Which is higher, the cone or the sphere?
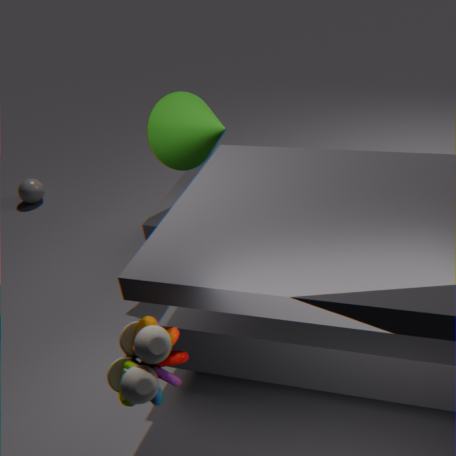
the cone
